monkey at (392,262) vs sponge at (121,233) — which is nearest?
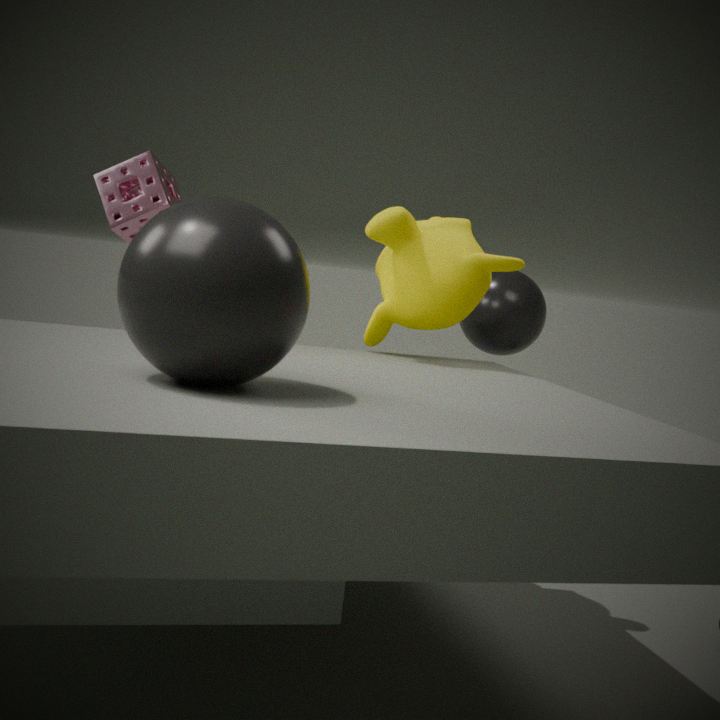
monkey at (392,262)
